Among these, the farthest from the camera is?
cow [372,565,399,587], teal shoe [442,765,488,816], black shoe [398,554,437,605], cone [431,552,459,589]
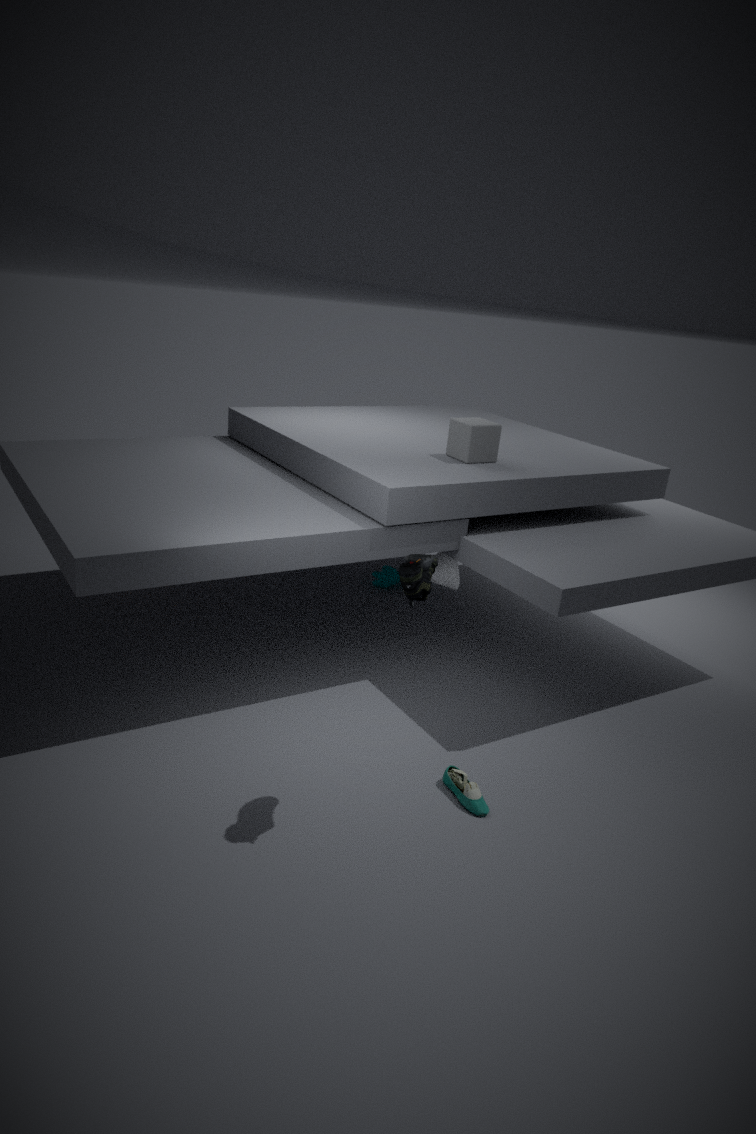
cow [372,565,399,587]
